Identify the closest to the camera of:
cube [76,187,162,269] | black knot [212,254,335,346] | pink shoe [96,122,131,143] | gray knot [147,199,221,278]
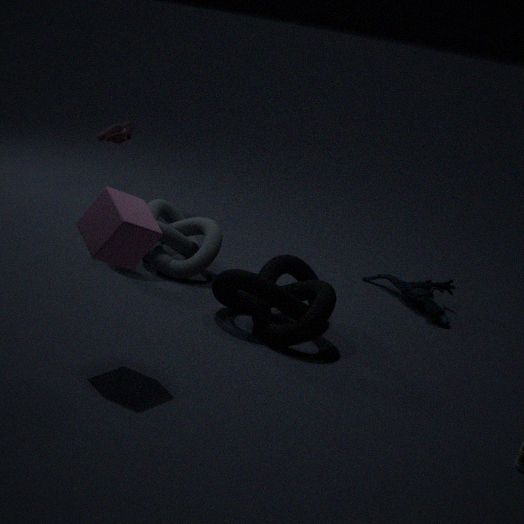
cube [76,187,162,269]
